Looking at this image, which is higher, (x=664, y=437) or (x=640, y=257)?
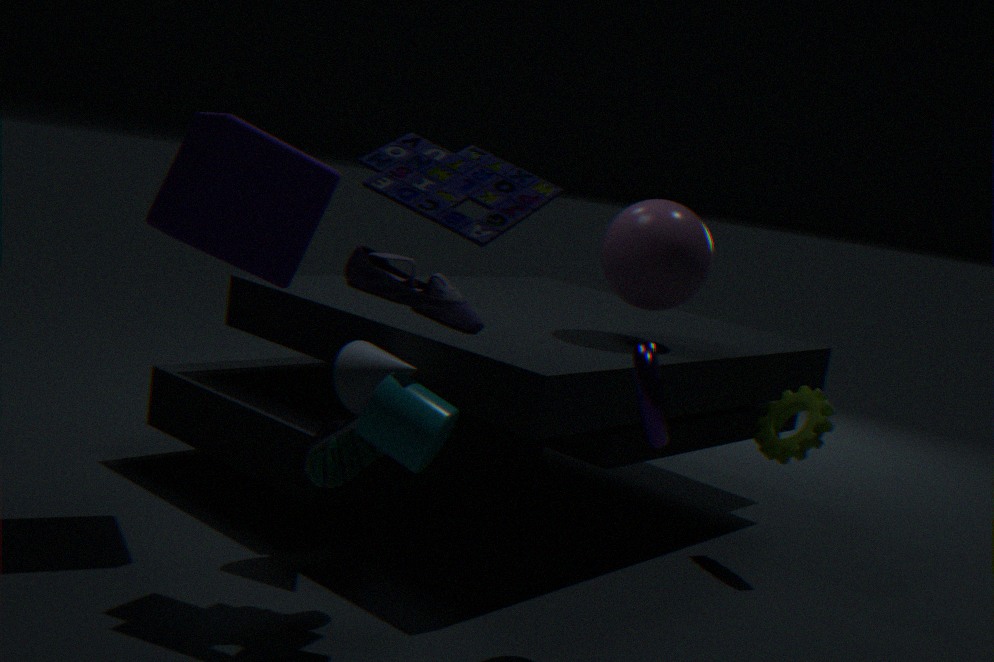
(x=640, y=257)
